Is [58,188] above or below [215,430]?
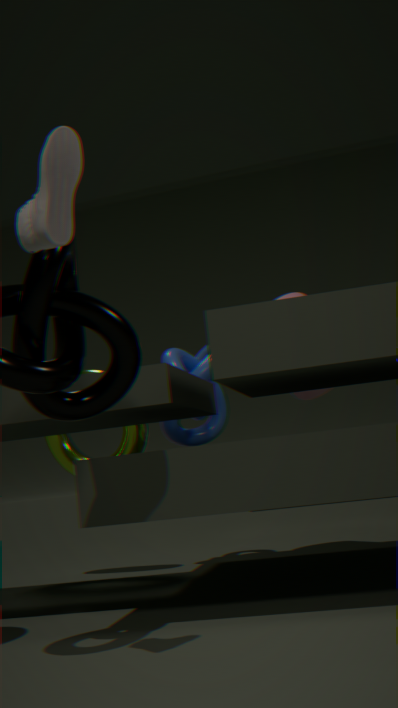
above
